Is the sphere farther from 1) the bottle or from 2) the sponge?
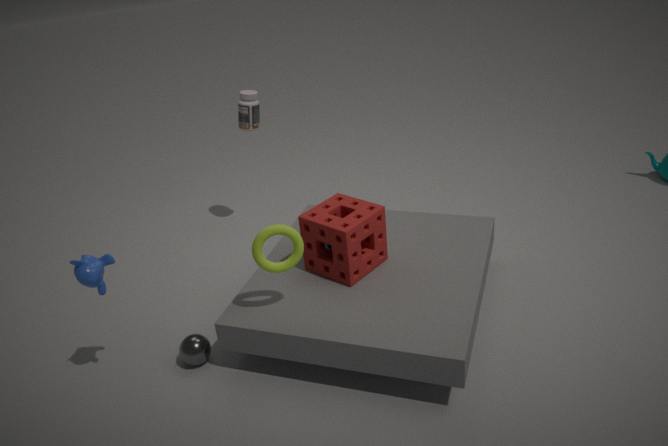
1) the bottle
